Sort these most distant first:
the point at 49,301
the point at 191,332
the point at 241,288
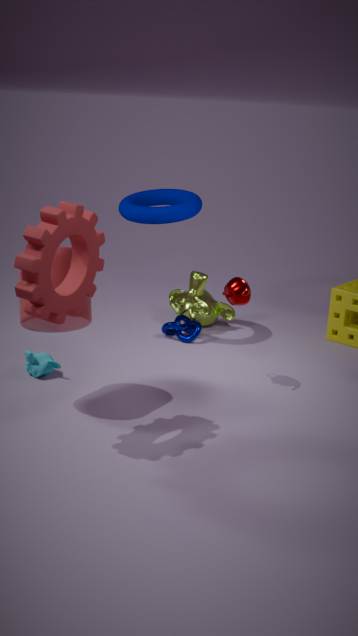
1. the point at 191,332
2. the point at 241,288
3. the point at 49,301
